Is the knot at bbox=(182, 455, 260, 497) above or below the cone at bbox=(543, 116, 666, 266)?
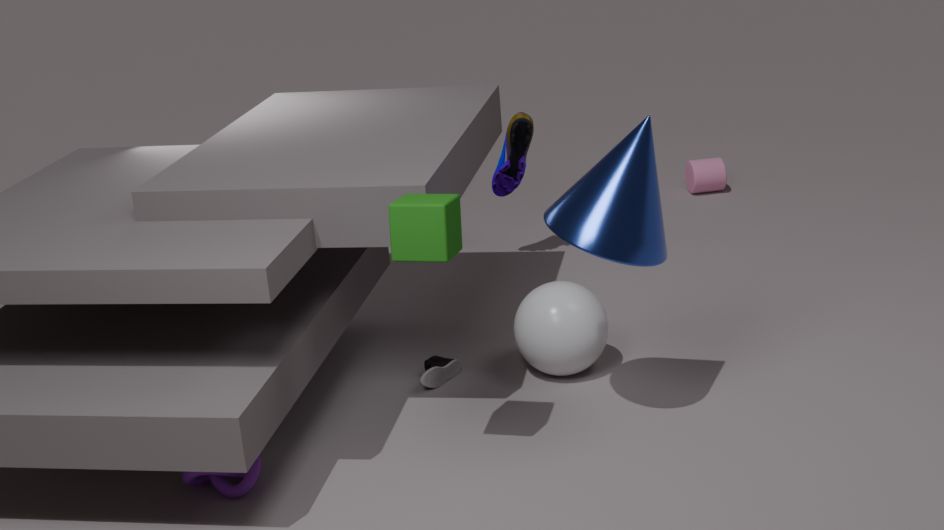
below
